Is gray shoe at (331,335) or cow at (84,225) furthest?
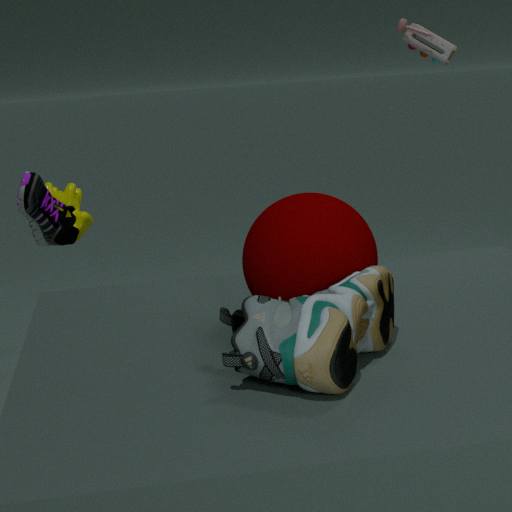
cow at (84,225)
